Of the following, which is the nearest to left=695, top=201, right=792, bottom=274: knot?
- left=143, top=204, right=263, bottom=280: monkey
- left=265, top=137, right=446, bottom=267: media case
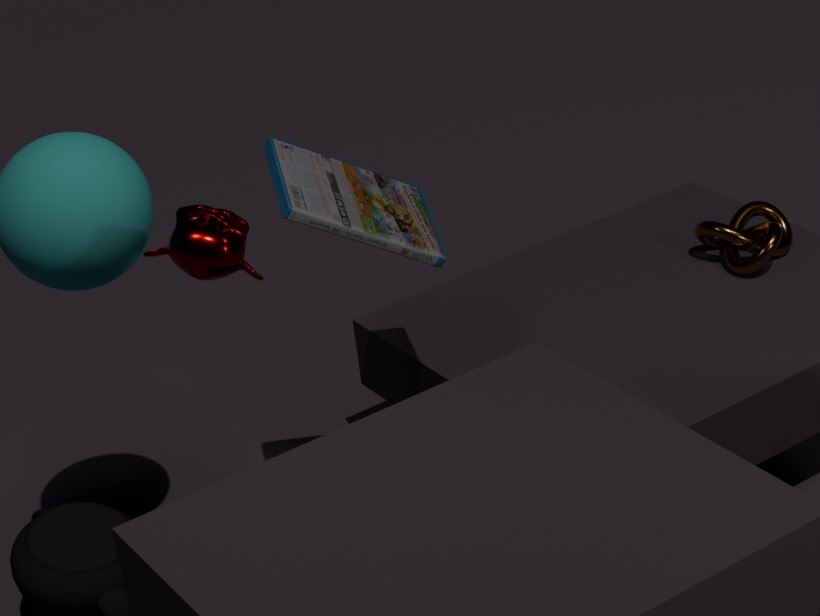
left=265, top=137, right=446, bottom=267: media case
